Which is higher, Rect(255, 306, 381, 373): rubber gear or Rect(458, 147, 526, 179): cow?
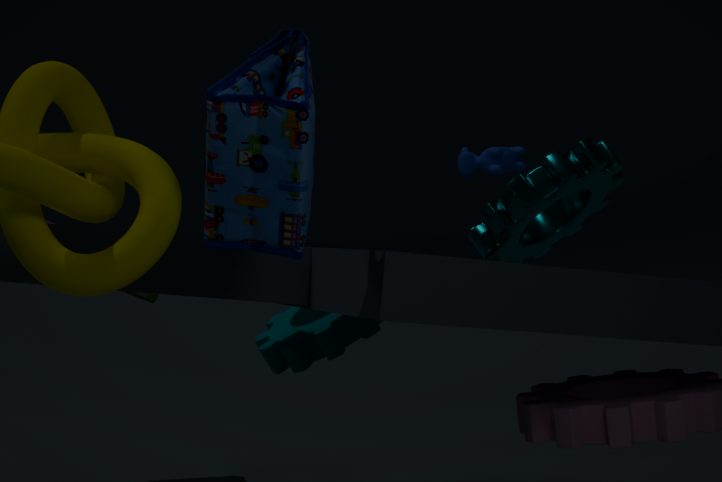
Rect(458, 147, 526, 179): cow
